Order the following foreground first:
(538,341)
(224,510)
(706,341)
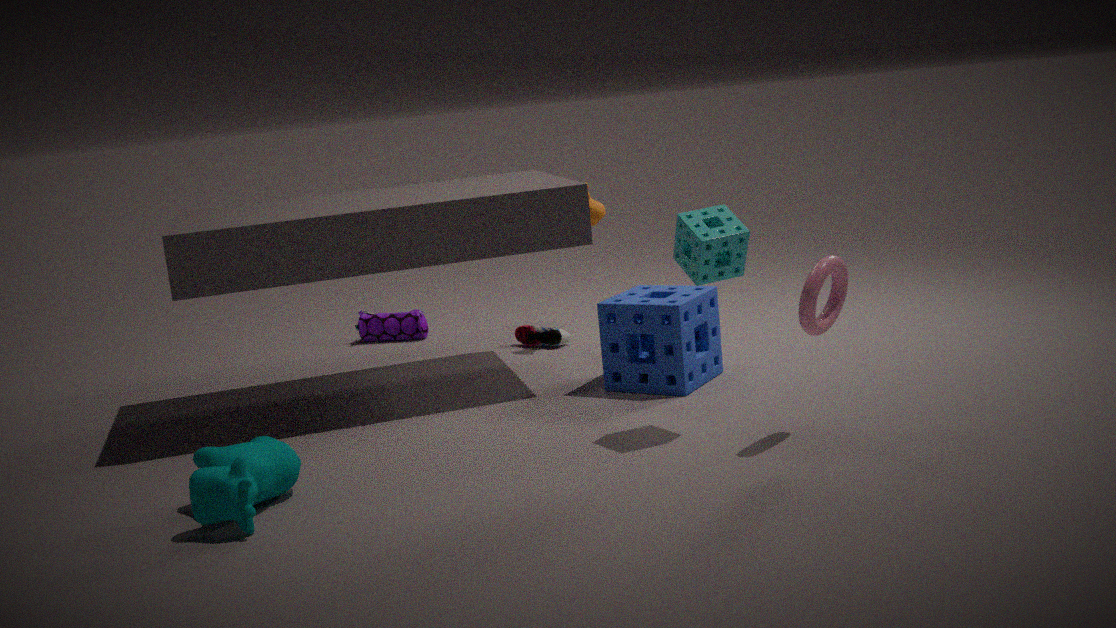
(224,510) → (706,341) → (538,341)
